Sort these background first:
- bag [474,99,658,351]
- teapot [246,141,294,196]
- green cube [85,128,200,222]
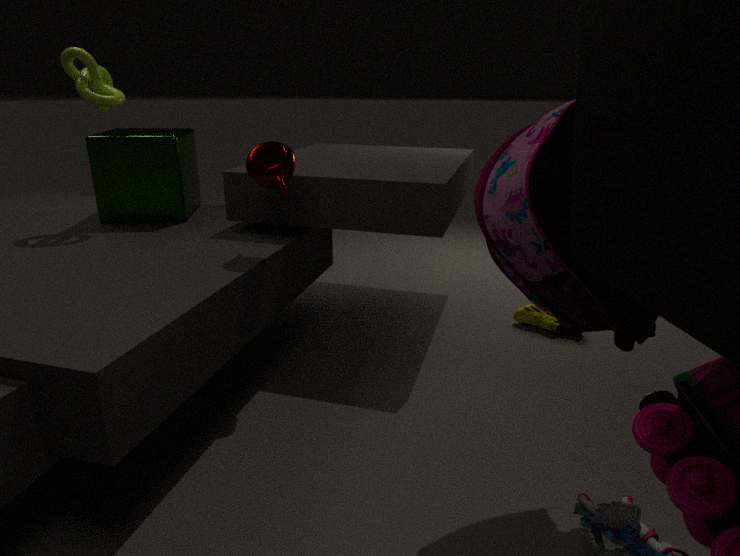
green cube [85,128,200,222] < teapot [246,141,294,196] < bag [474,99,658,351]
